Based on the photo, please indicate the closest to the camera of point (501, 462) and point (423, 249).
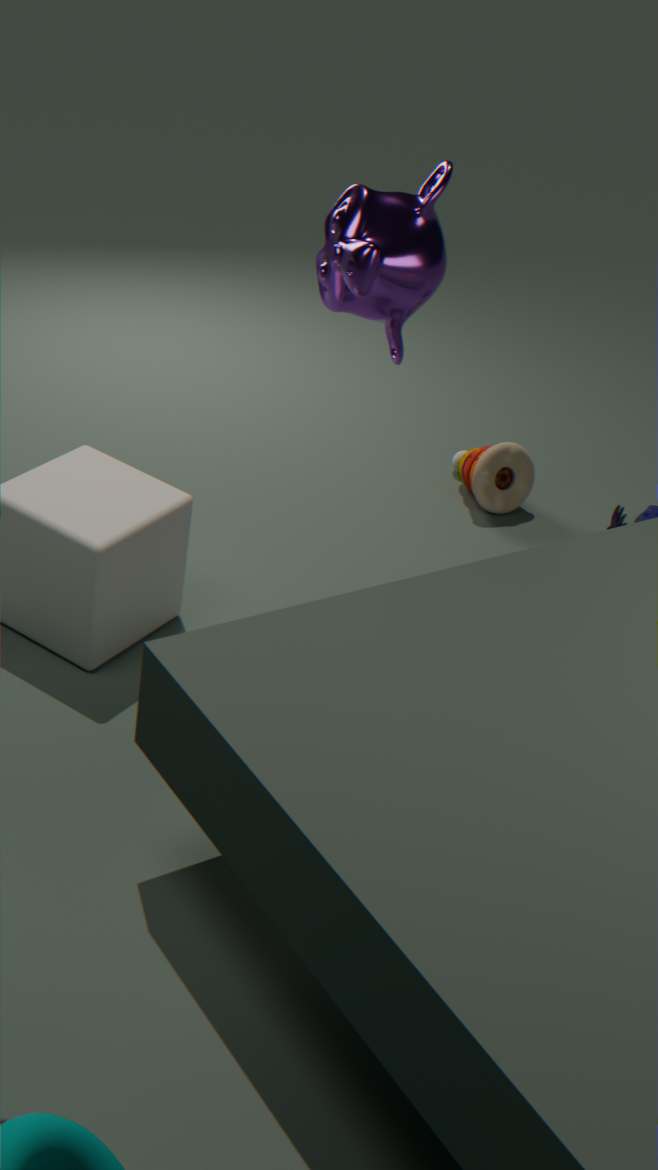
point (423, 249)
